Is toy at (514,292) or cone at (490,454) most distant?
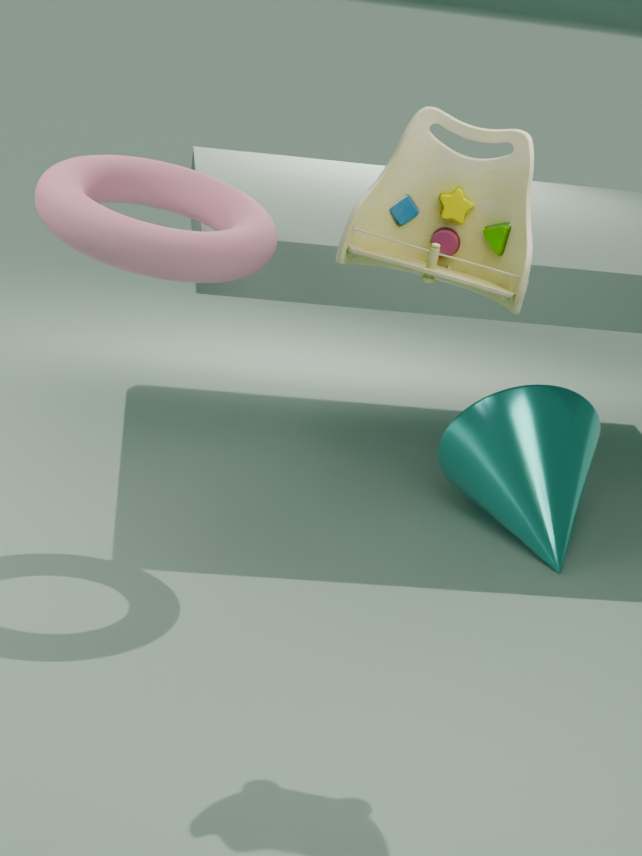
cone at (490,454)
